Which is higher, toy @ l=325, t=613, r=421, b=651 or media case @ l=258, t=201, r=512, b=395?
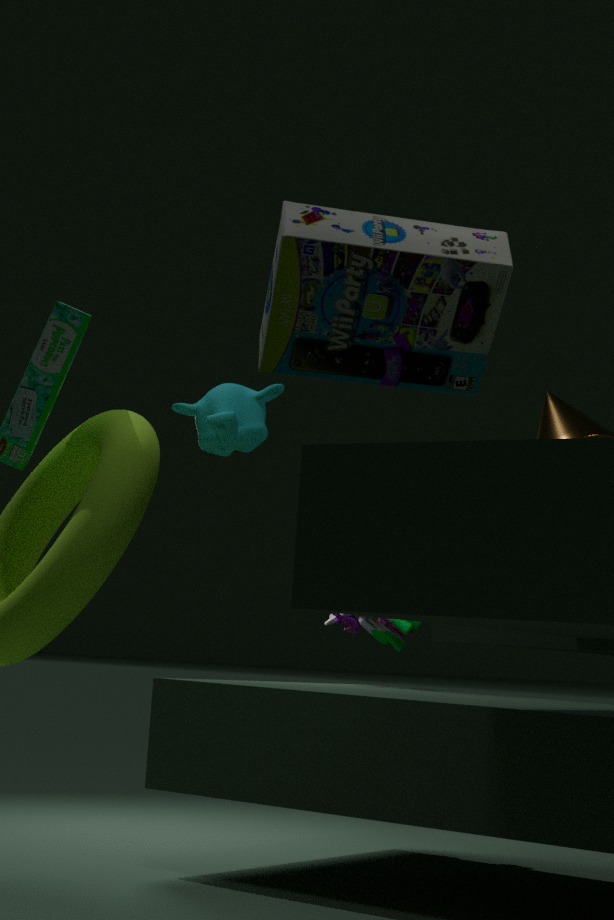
media case @ l=258, t=201, r=512, b=395
